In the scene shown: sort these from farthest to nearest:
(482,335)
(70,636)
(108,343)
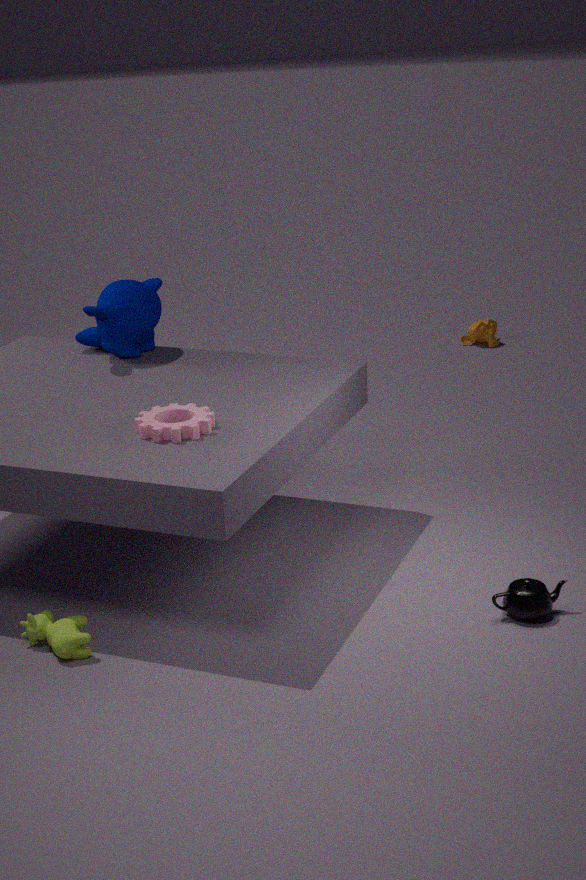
1. (482,335)
2. (108,343)
3. (70,636)
